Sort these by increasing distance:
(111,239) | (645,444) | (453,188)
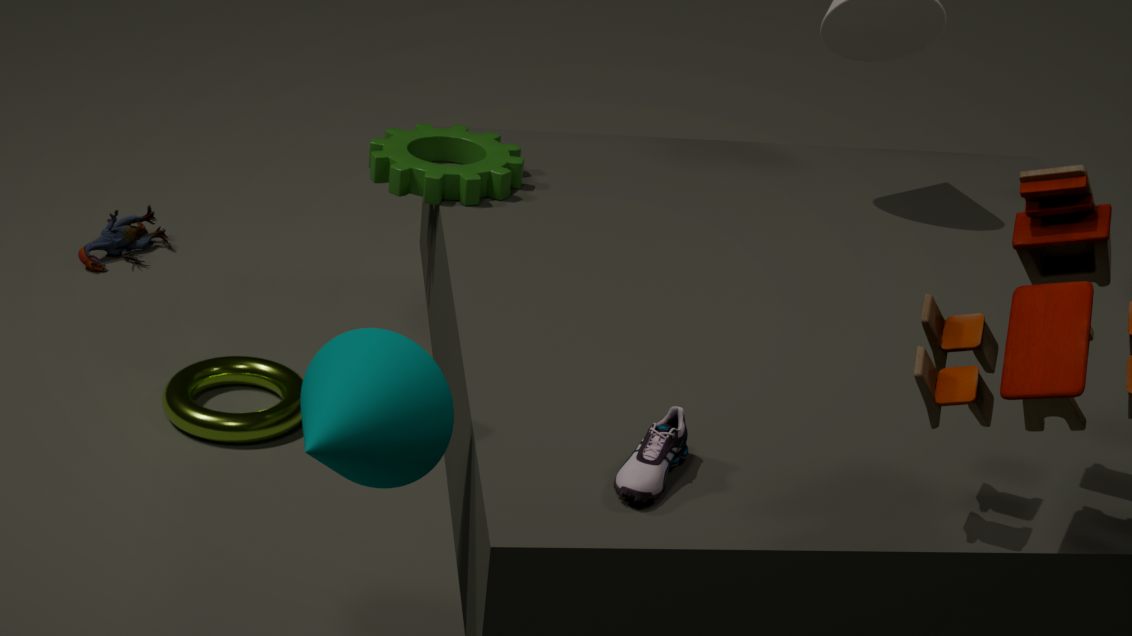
1. (645,444)
2. (453,188)
3. (111,239)
